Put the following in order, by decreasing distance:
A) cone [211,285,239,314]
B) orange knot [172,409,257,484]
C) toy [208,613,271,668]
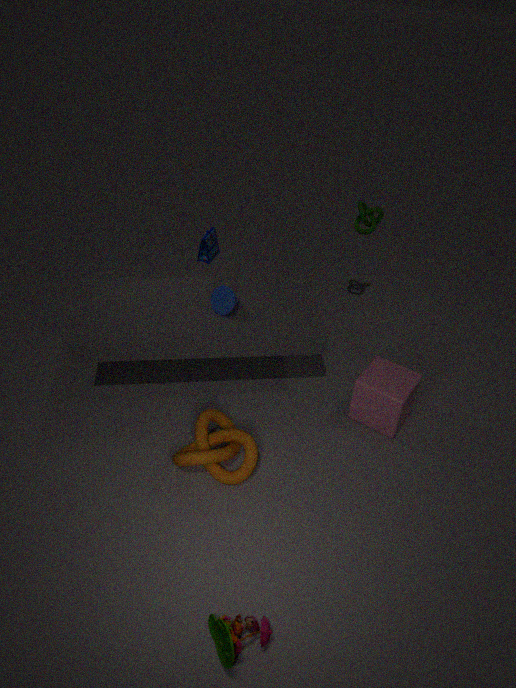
A. cone [211,285,239,314], B. orange knot [172,409,257,484], C. toy [208,613,271,668]
